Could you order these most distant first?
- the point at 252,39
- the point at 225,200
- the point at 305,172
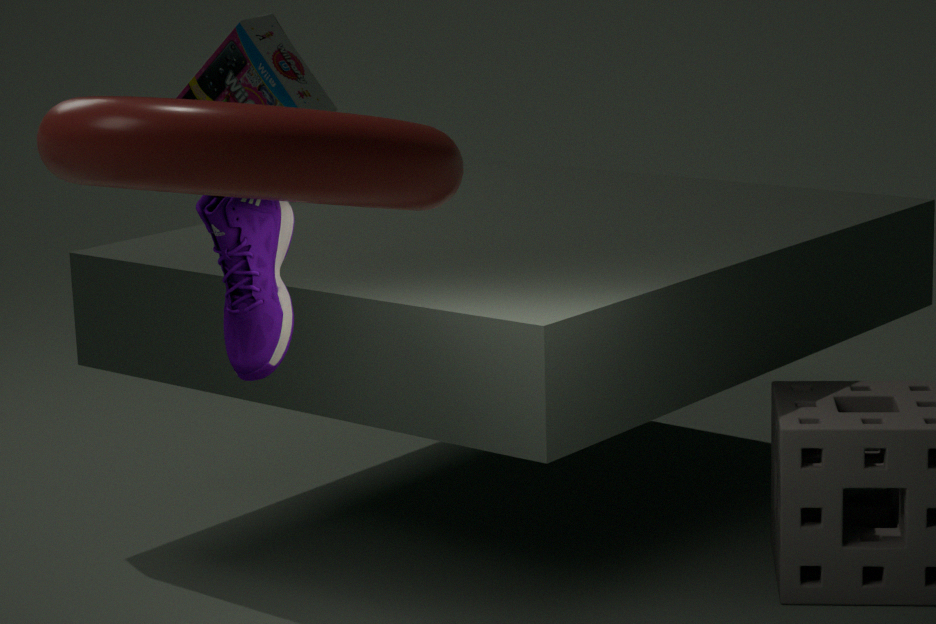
the point at 252,39 → the point at 225,200 → the point at 305,172
